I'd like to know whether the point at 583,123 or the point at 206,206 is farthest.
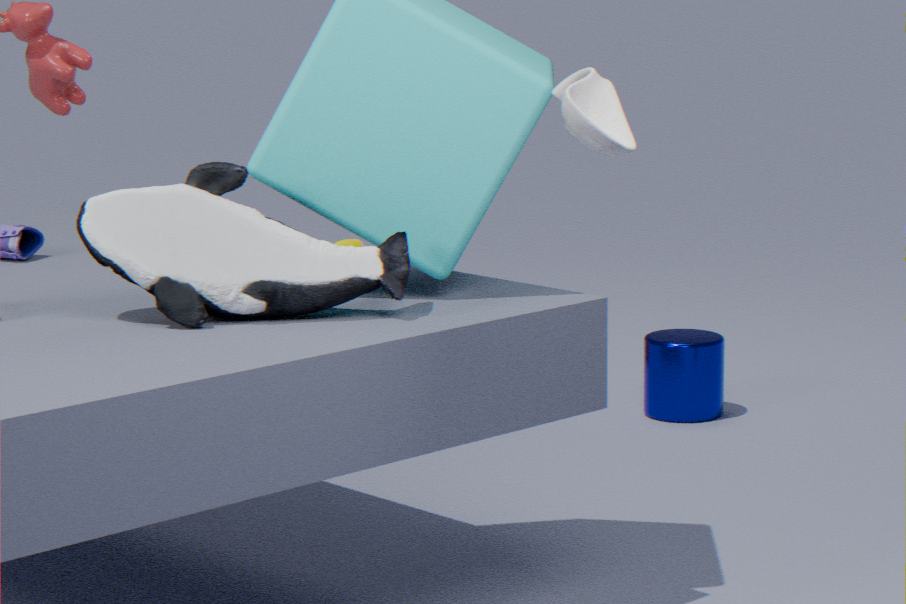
the point at 206,206
